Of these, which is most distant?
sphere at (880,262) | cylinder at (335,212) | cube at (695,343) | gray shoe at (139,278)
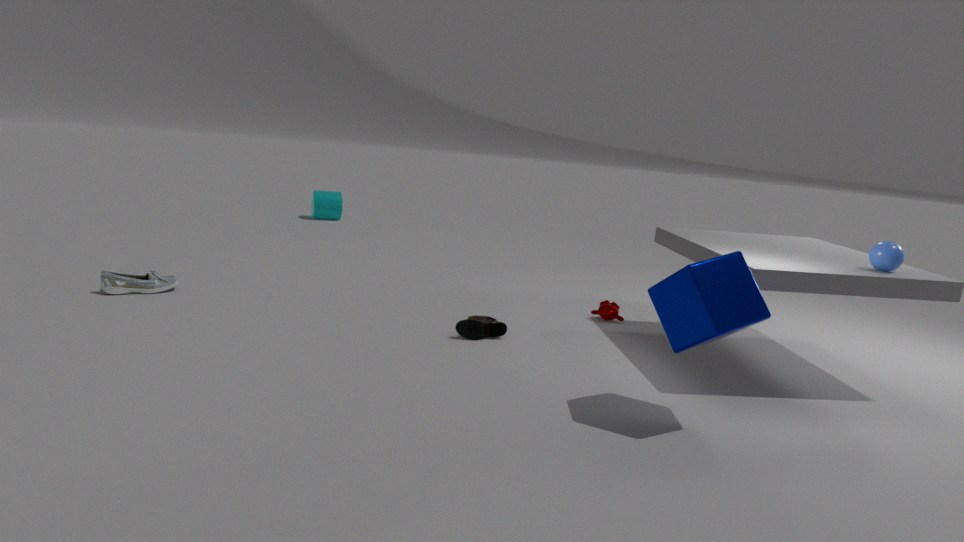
cylinder at (335,212)
